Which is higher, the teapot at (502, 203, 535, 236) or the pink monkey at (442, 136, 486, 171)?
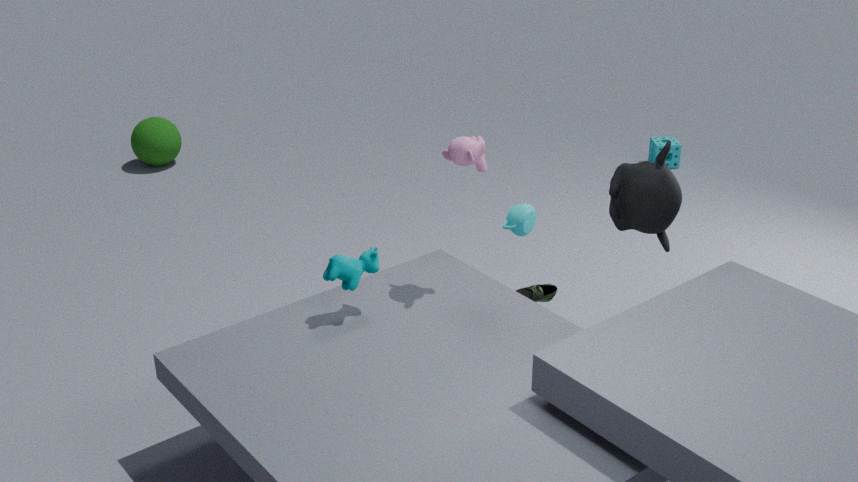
the pink monkey at (442, 136, 486, 171)
